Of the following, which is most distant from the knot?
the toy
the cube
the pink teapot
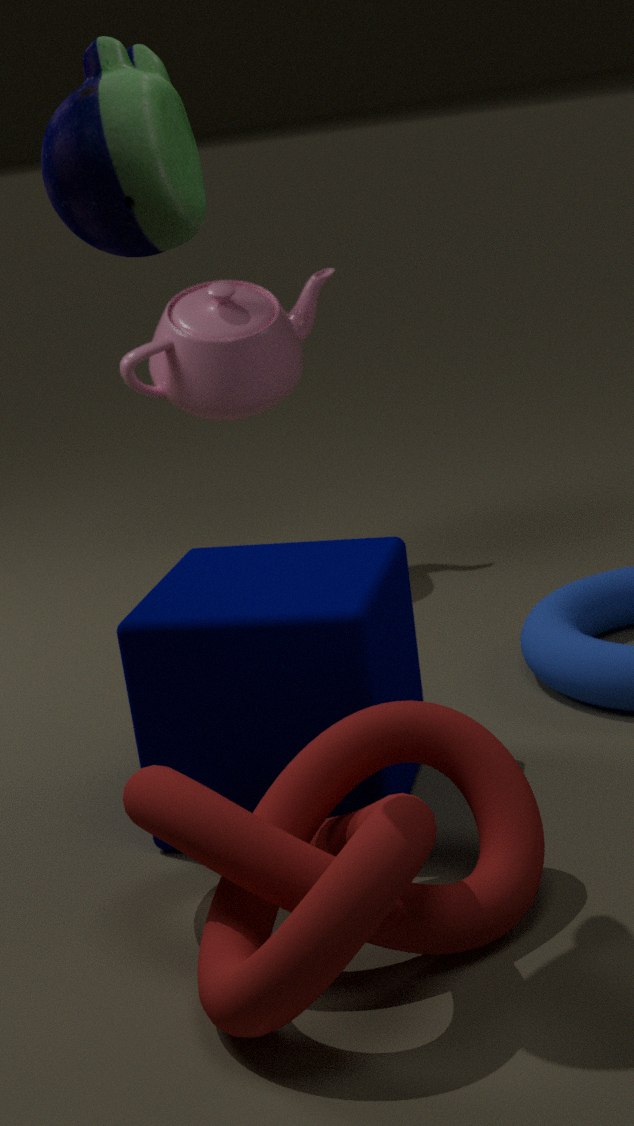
the pink teapot
